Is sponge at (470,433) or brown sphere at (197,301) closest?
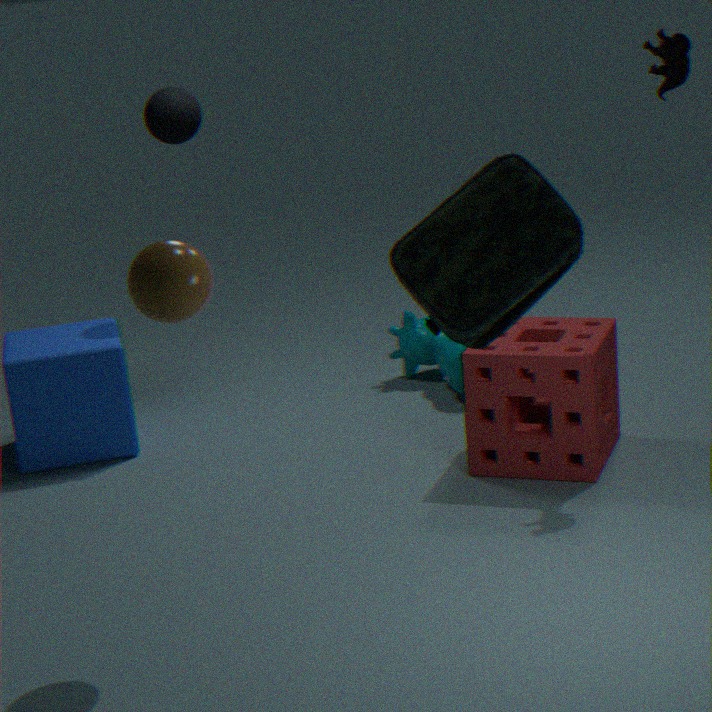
brown sphere at (197,301)
